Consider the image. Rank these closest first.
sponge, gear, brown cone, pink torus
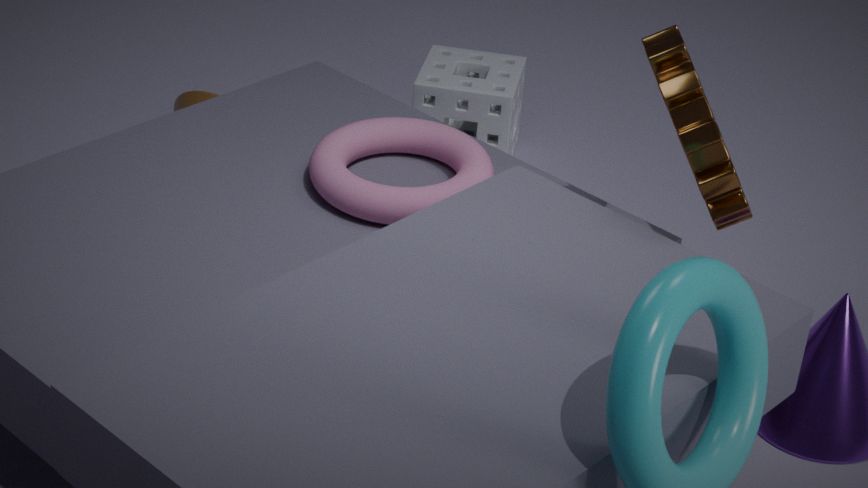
gear < pink torus < brown cone < sponge
